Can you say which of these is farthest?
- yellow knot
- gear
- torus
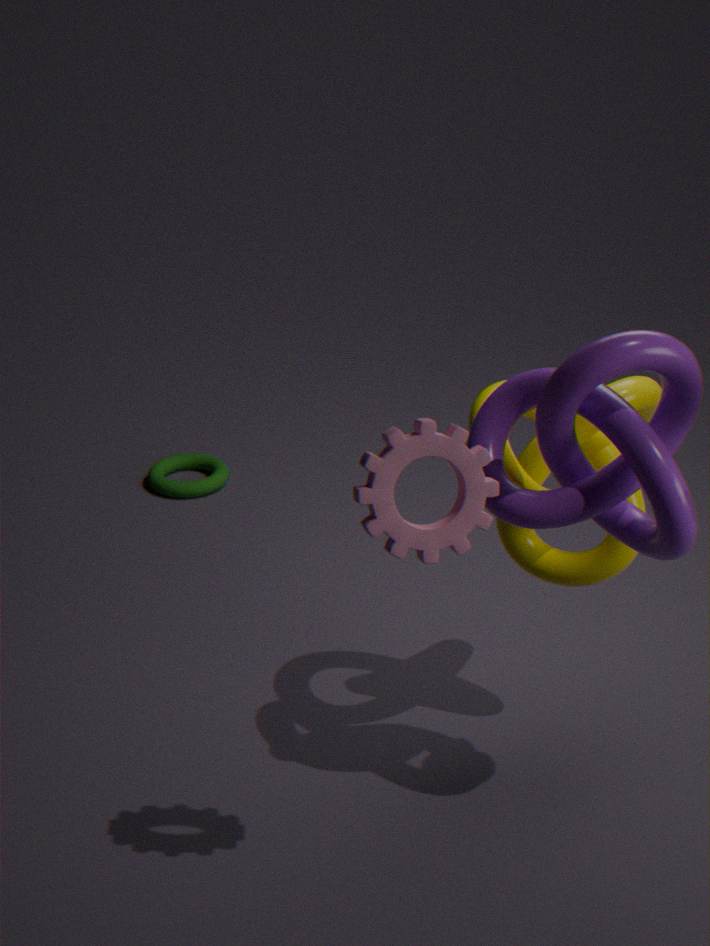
torus
